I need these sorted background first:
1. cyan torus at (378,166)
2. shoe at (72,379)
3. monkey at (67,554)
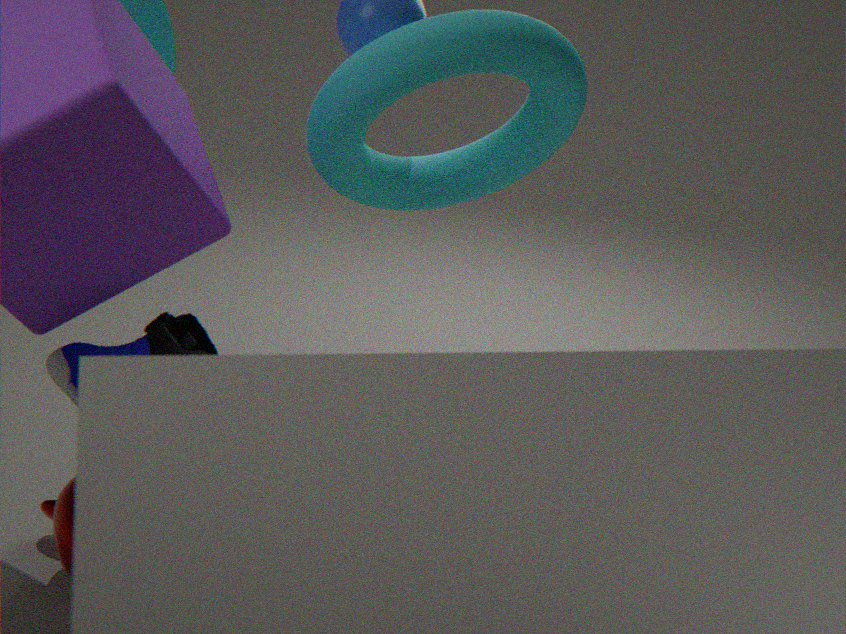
monkey at (67,554)
cyan torus at (378,166)
shoe at (72,379)
